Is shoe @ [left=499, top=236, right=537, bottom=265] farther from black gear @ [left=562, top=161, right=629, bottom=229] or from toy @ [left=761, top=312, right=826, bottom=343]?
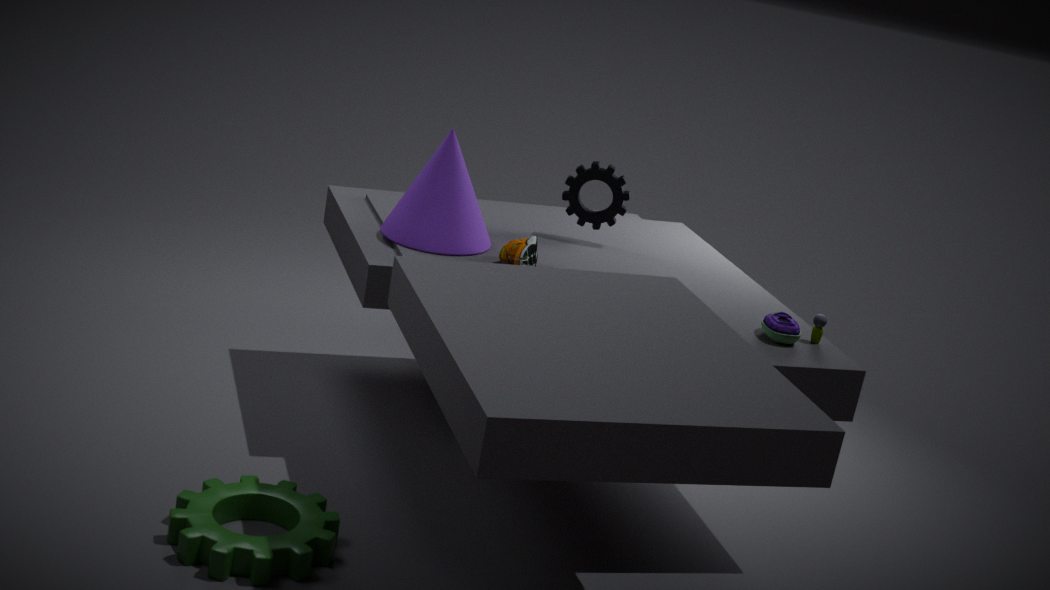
toy @ [left=761, top=312, right=826, bottom=343]
